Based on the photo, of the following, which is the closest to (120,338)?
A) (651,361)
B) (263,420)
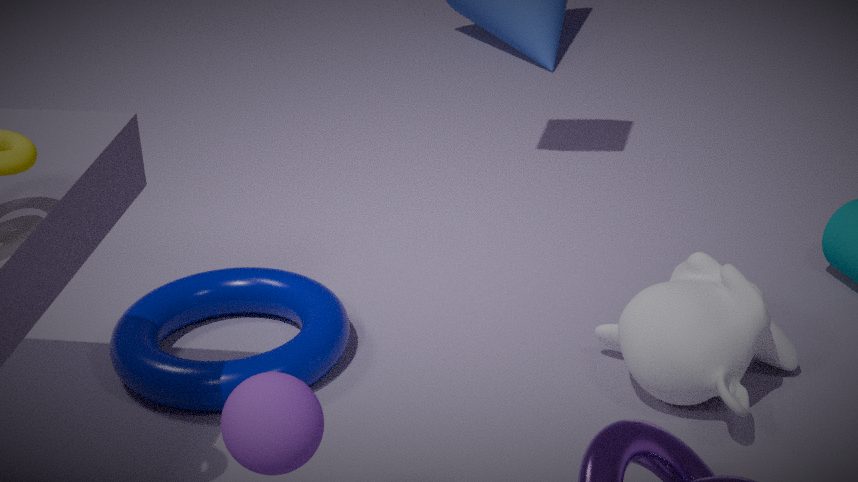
(263,420)
